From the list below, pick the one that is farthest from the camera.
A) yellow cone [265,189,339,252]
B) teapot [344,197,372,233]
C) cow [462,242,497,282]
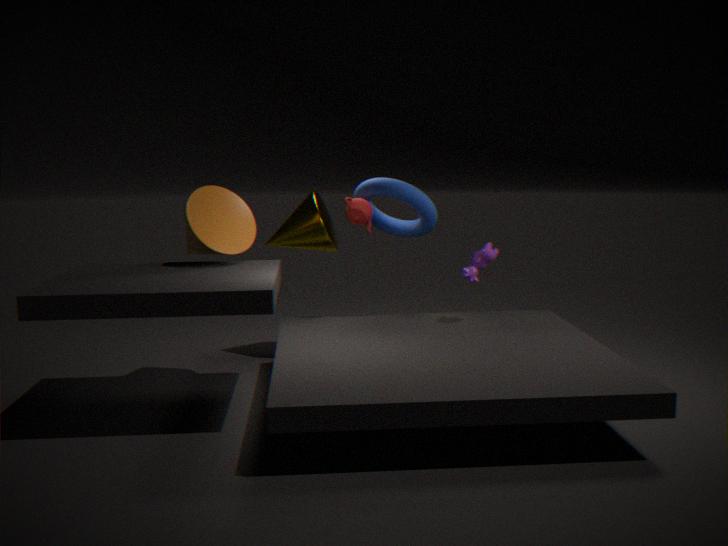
yellow cone [265,189,339,252]
